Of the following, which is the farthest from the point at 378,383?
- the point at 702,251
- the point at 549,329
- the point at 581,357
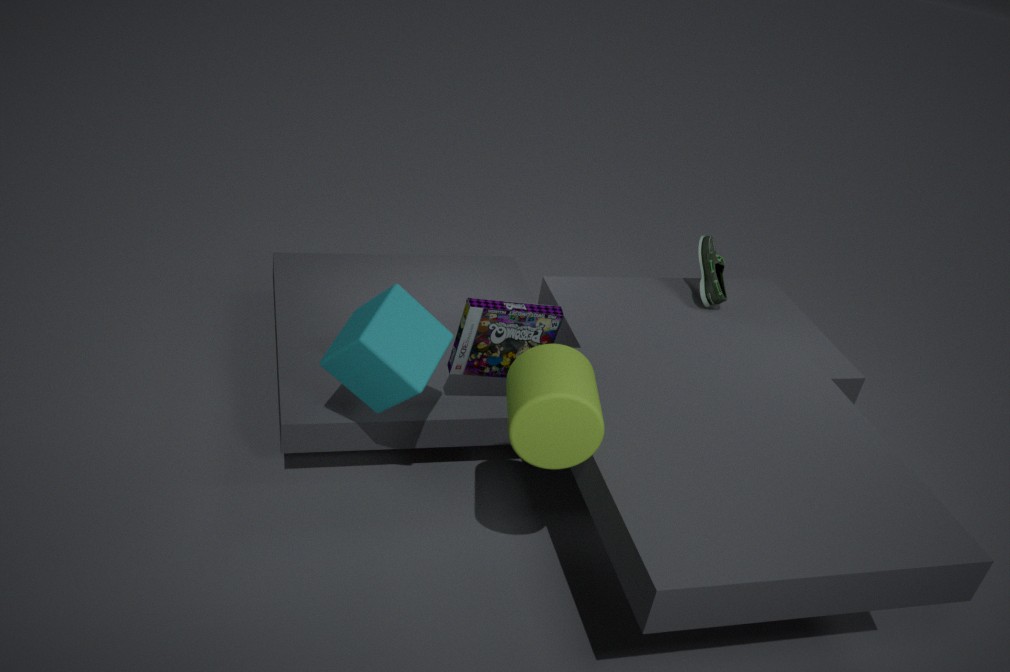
the point at 702,251
